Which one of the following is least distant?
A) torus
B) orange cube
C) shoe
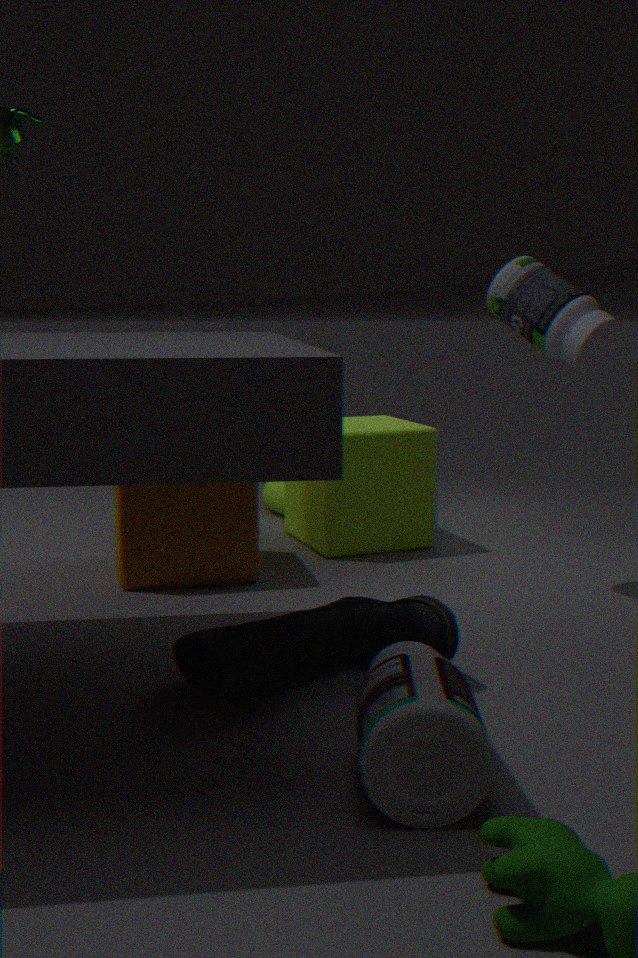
shoe
